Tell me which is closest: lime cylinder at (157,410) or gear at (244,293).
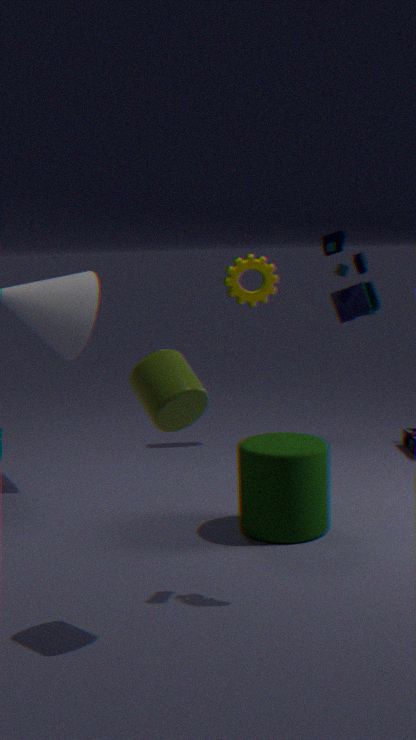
lime cylinder at (157,410)
